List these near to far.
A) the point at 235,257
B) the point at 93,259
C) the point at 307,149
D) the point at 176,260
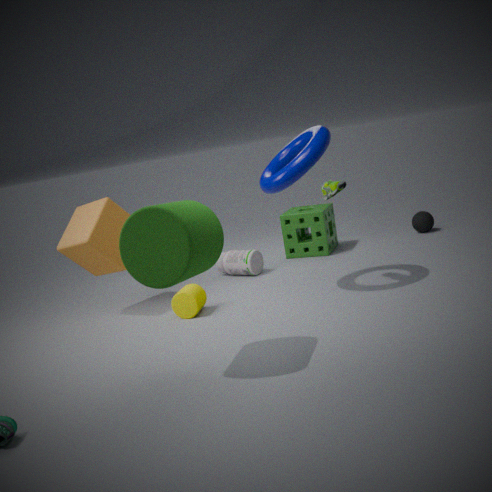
the point at 176,260, the point at 307,149, the point at 93,259, the point at 235,257
